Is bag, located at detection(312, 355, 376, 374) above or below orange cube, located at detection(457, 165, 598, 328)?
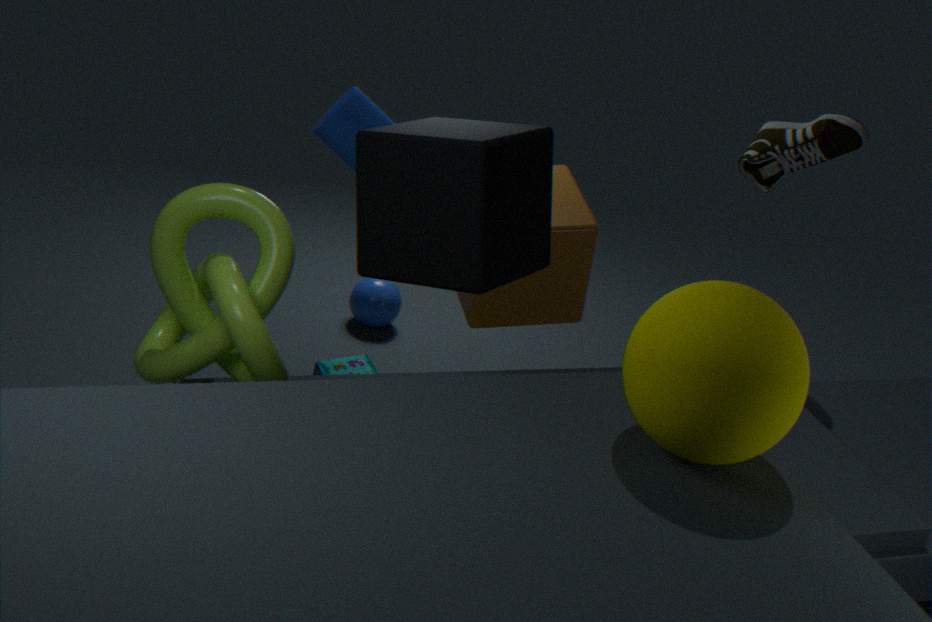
below
